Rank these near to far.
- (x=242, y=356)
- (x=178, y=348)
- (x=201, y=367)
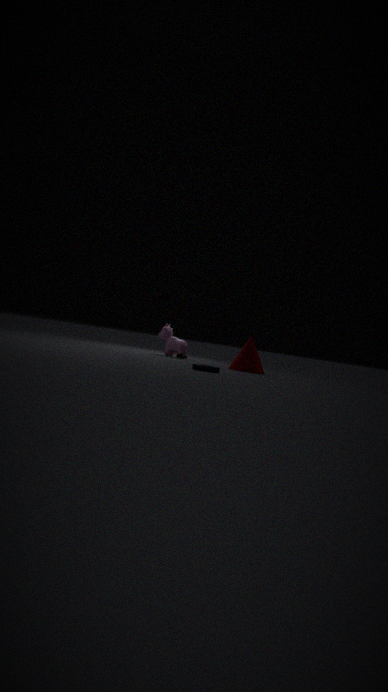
(x=201, y=367) < (x=242, y=356) < (x=178, y=348)
